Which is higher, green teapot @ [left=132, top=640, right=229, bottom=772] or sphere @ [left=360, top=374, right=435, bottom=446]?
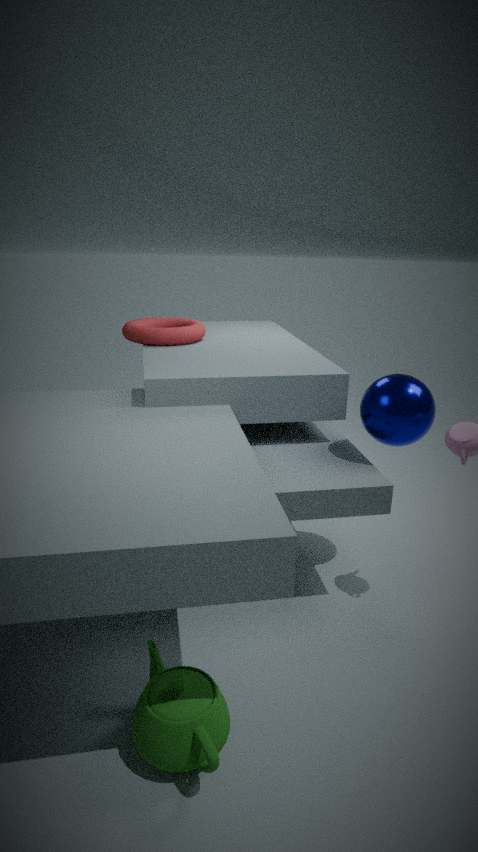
sphere @ [left=360, top=374, right=435, bottom=446]
